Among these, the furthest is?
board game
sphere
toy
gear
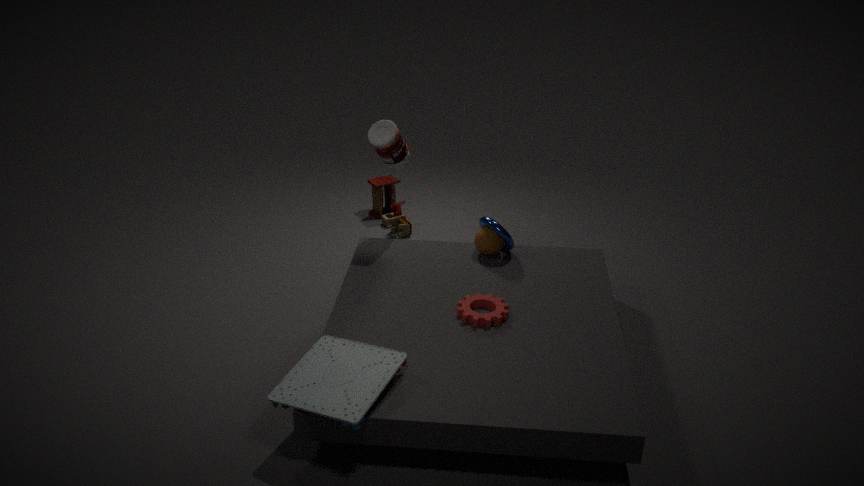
toy
